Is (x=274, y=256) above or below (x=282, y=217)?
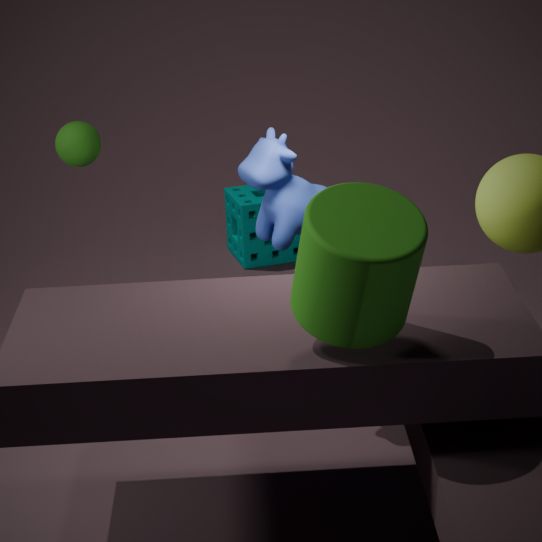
below
